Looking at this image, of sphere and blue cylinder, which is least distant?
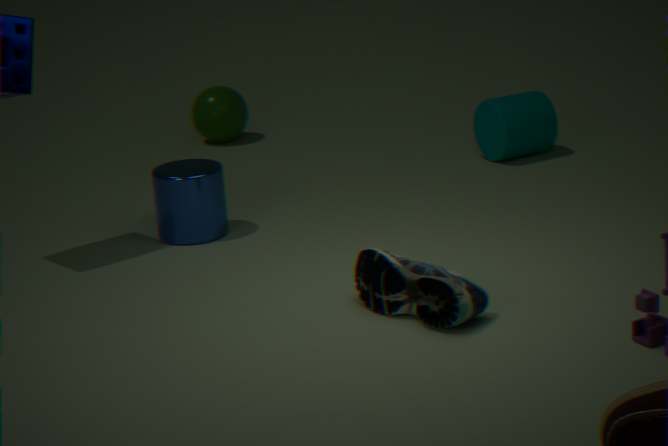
blue cylinder
